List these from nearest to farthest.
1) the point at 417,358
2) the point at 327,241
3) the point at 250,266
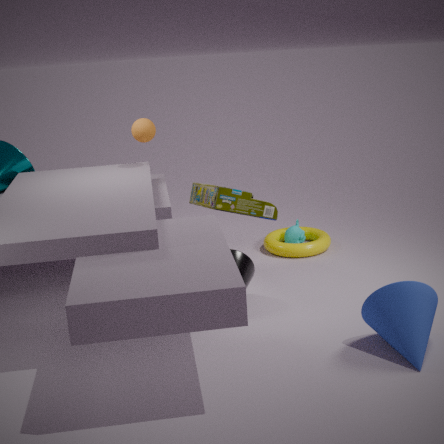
1. the point at 417,358, 3. the point at 250,266, 2. the point at 327,241
